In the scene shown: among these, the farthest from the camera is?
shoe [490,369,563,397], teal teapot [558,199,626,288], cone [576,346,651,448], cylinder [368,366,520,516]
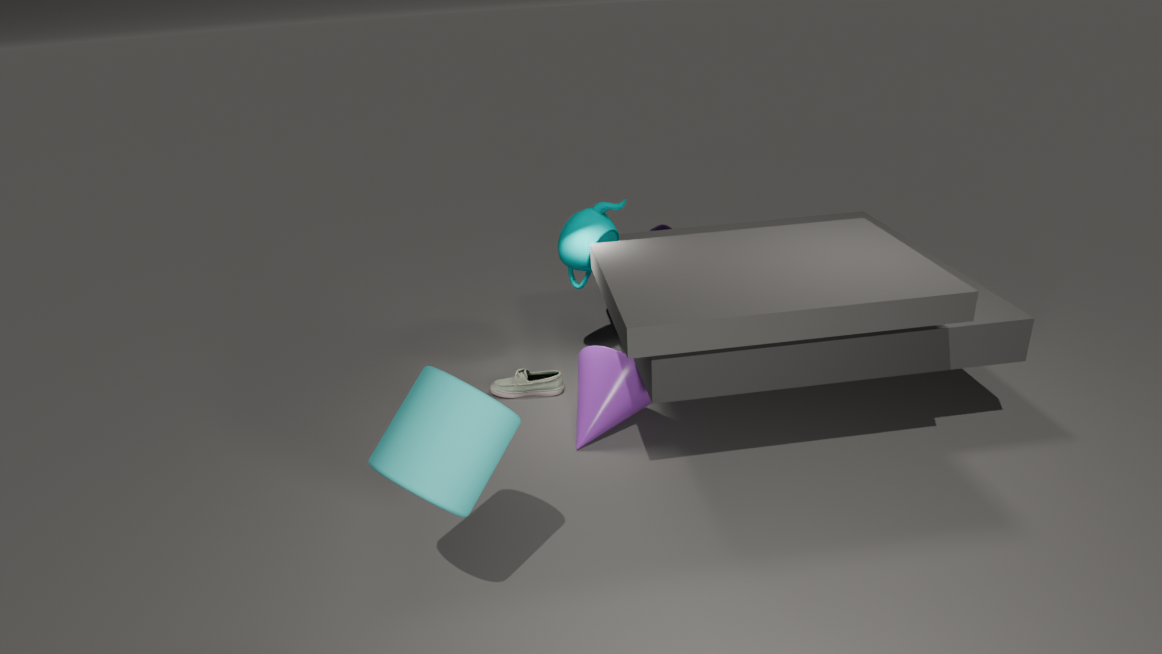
shoe [490,369,563,397]
